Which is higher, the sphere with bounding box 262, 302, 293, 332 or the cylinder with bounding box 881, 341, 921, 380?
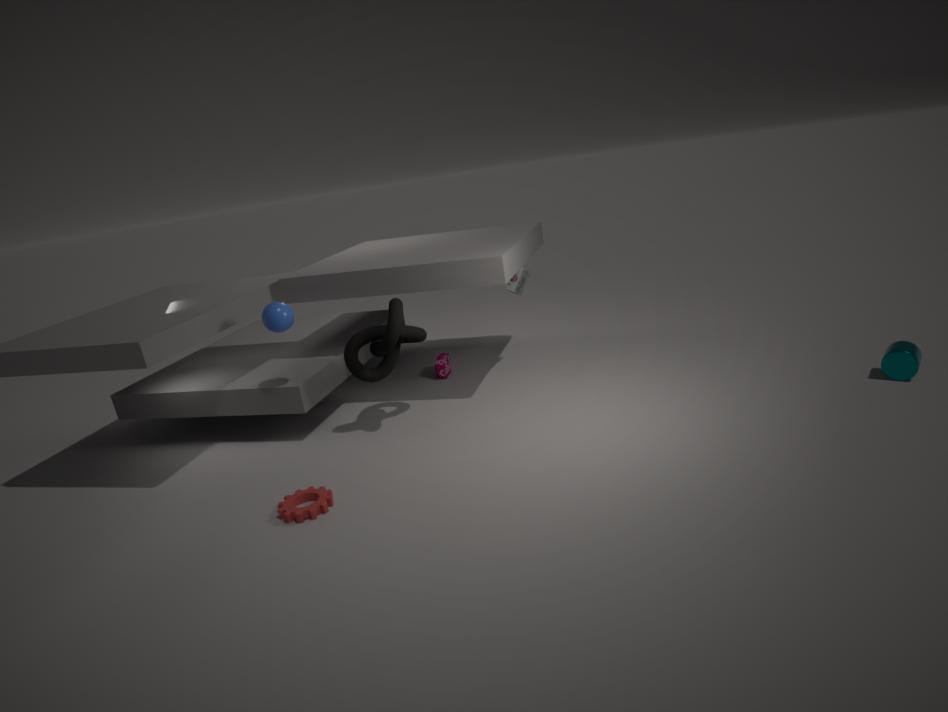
the sphere with bounding box 262, 302, 293, 332
